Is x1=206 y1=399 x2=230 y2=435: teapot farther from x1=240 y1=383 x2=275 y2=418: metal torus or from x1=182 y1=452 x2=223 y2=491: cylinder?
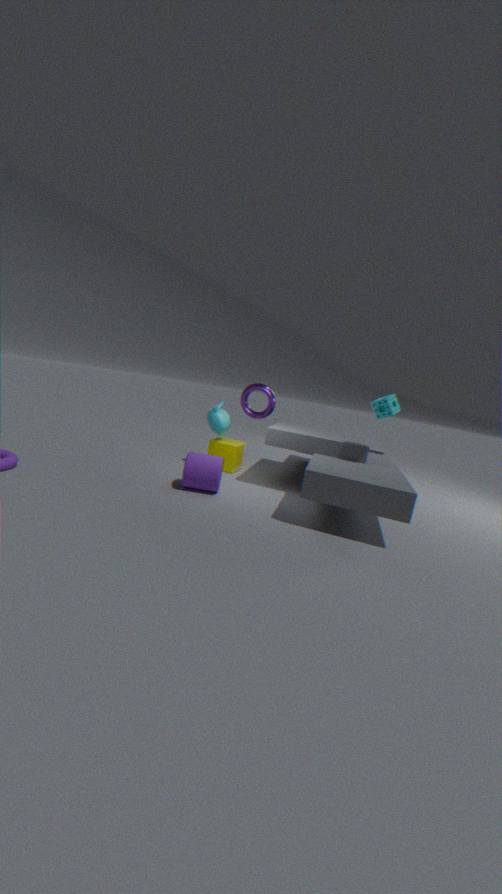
x1=240 y1=383 x2=275 y2=418: metal torus
